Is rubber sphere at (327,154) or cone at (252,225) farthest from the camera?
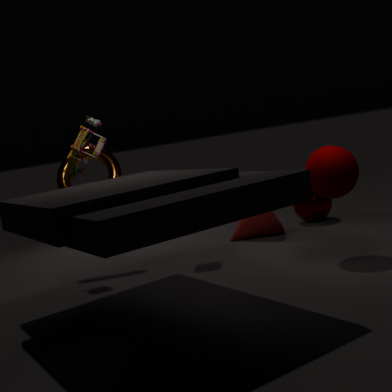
cone at (252,225)
